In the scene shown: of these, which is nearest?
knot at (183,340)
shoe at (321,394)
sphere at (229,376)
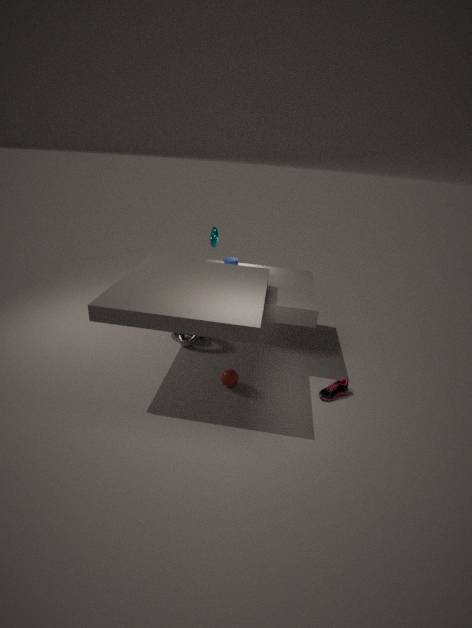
shoe at (321,394)
